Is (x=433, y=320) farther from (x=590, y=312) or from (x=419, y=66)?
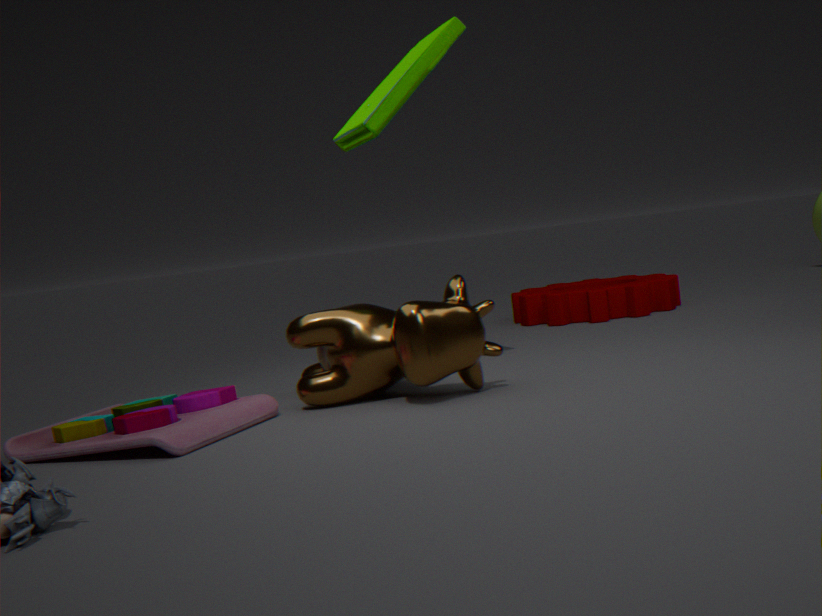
(x=590, y=312)
